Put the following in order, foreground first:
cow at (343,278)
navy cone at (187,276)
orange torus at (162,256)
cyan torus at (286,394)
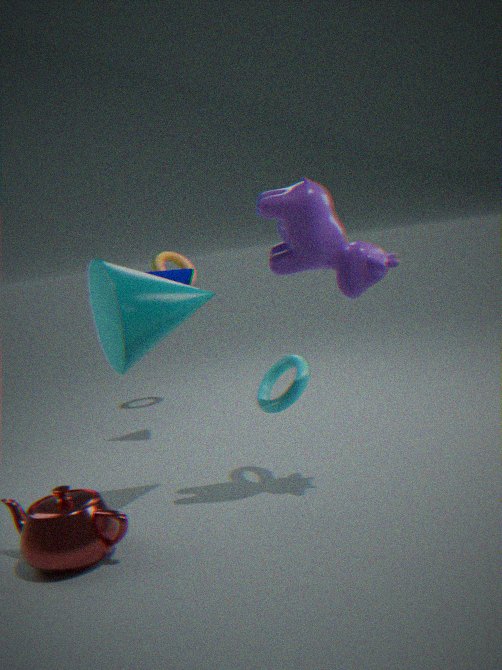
cow at (343,278) → cyan torus at (286,394) → navy cone at (187,276) → orange torus at (162,256)
